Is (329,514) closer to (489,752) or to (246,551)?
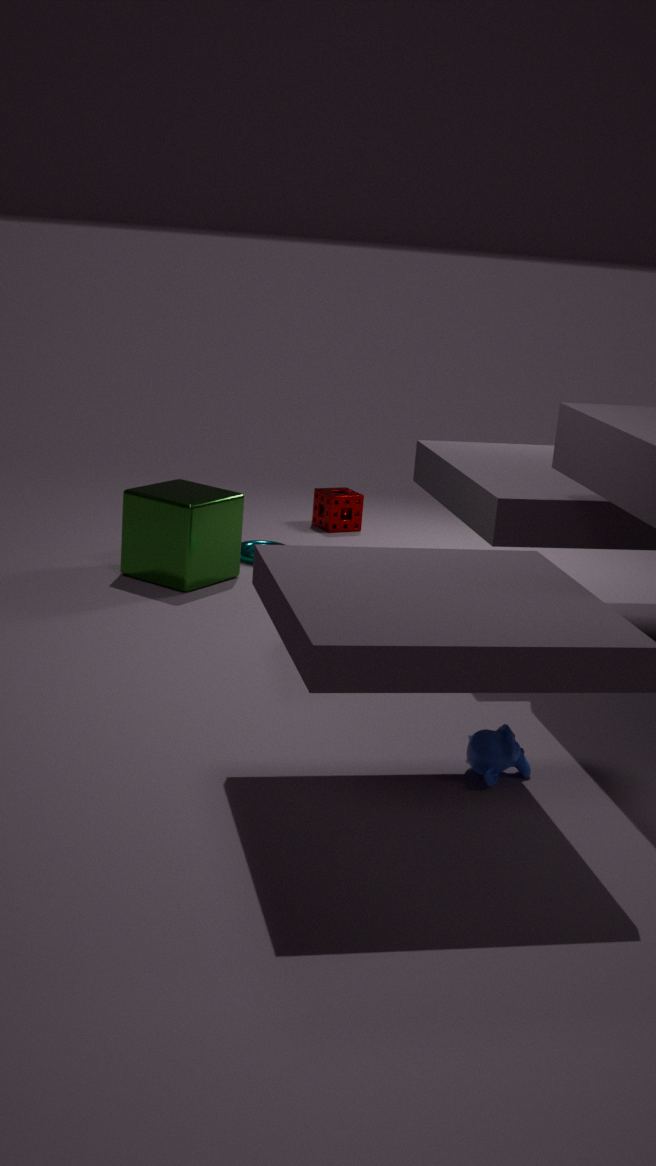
(246,551)
